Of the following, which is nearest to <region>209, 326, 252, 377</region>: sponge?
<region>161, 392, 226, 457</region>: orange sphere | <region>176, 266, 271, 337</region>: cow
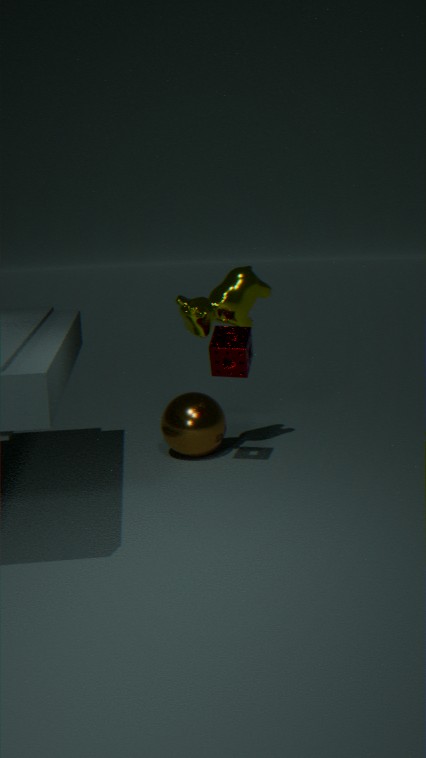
<region>176, 266, 271, 337</region>: cow
